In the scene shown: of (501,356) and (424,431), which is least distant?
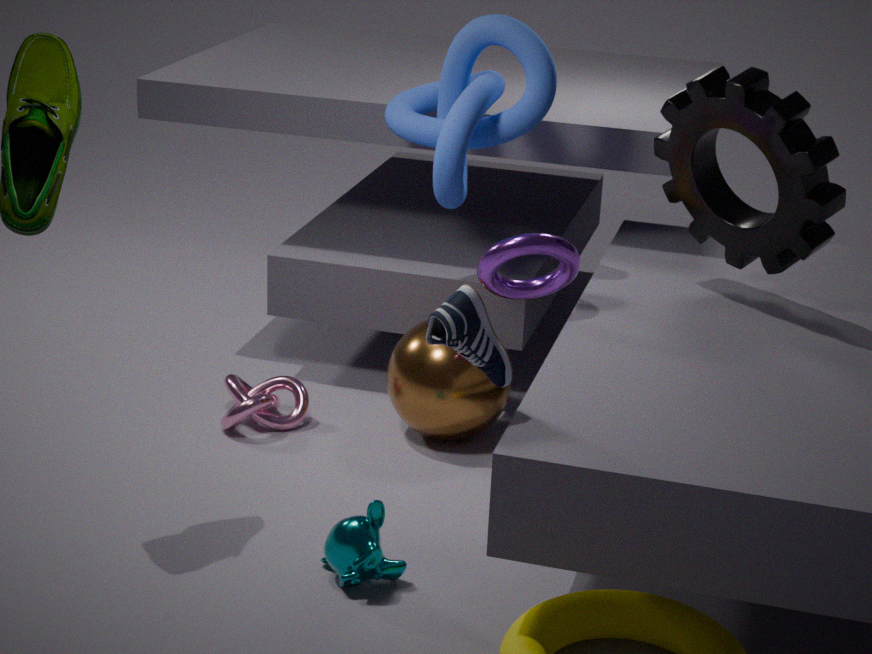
(501,356)
